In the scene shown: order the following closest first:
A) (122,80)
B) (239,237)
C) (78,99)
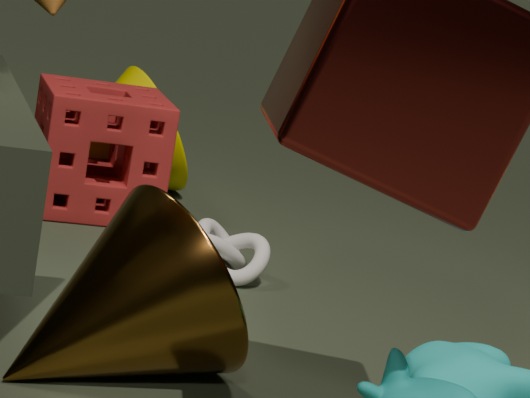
(239,237) → (78,99) → (122,80)
